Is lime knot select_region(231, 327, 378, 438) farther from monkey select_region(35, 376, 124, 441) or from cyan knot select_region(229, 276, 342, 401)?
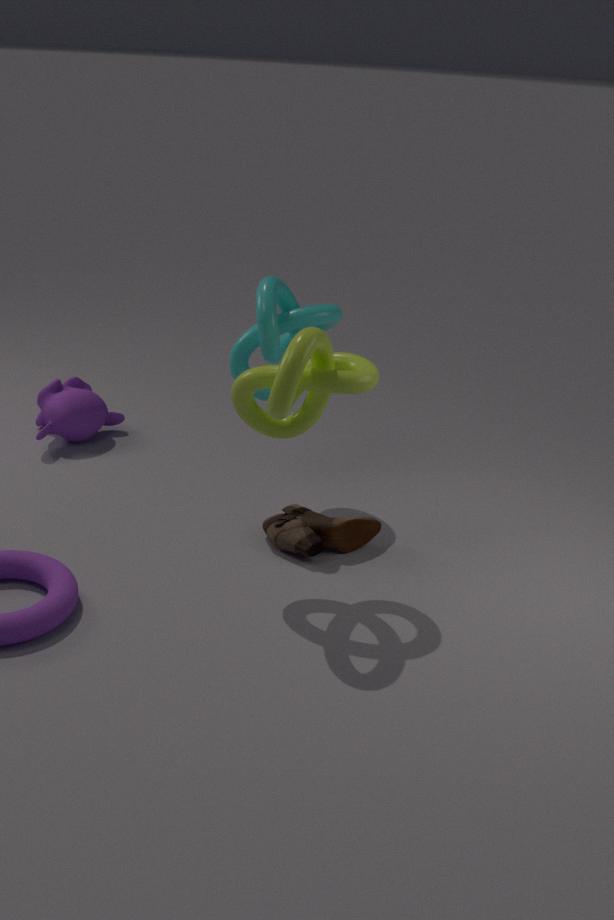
monkey select_region(35, 376, 124, 441)
